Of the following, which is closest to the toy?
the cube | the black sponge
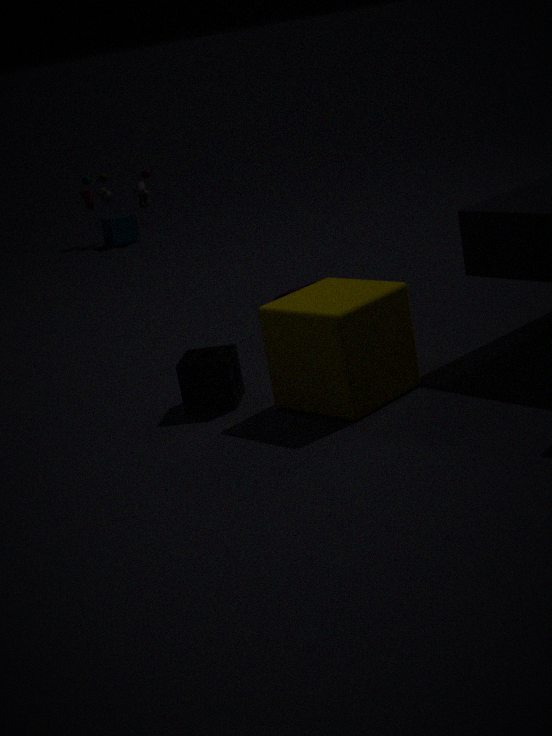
the black sponge
